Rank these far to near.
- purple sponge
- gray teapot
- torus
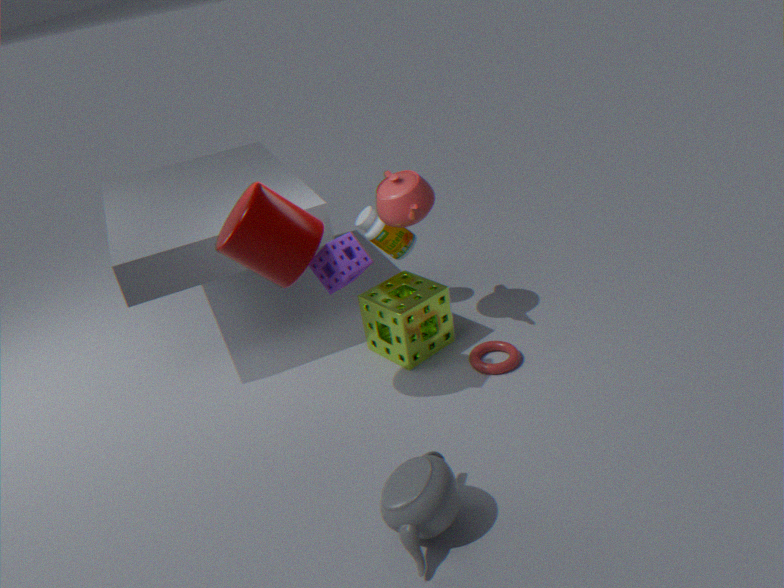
torus
purple sponge
gray teapot
